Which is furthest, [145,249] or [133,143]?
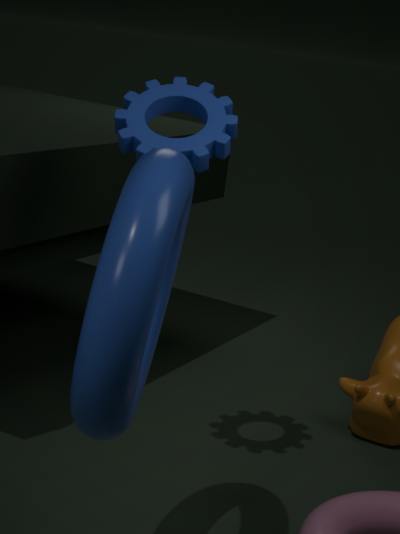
[133,143]
